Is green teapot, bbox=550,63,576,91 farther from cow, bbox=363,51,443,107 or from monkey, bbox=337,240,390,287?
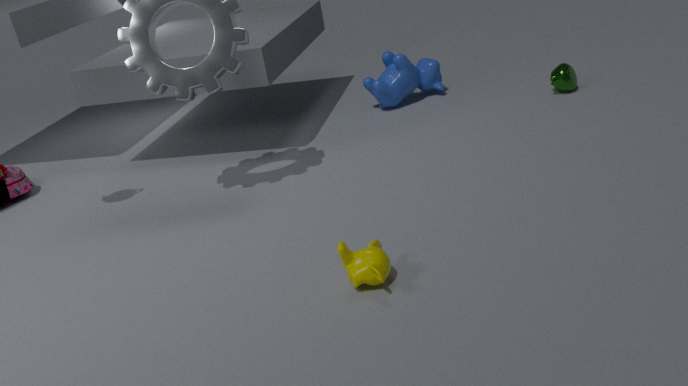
monkey, bbox=337,240,390,287
